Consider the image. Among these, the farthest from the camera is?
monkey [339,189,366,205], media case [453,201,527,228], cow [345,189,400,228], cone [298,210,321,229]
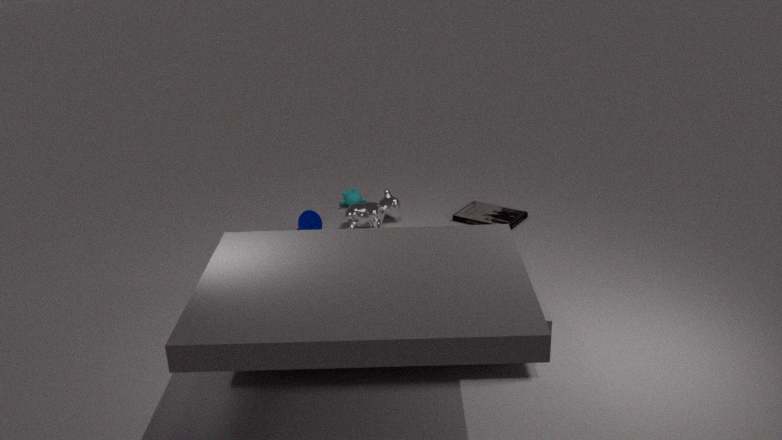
monkey [339,189,366,205]
